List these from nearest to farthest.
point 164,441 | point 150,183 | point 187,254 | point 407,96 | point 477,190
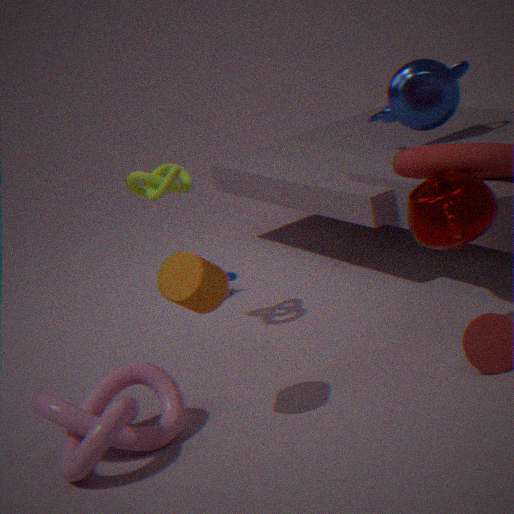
point 187,254 → point 164,441 → point 477,190 → point 150,183 → point 407,96
